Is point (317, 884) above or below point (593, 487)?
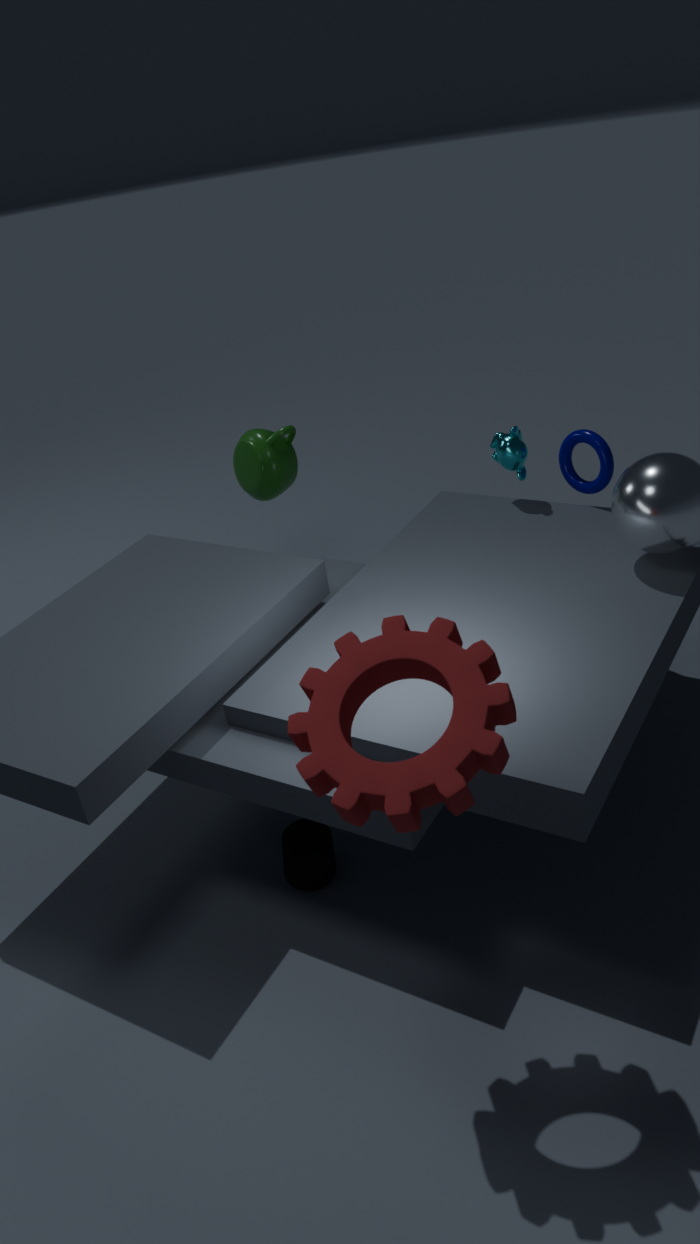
below
